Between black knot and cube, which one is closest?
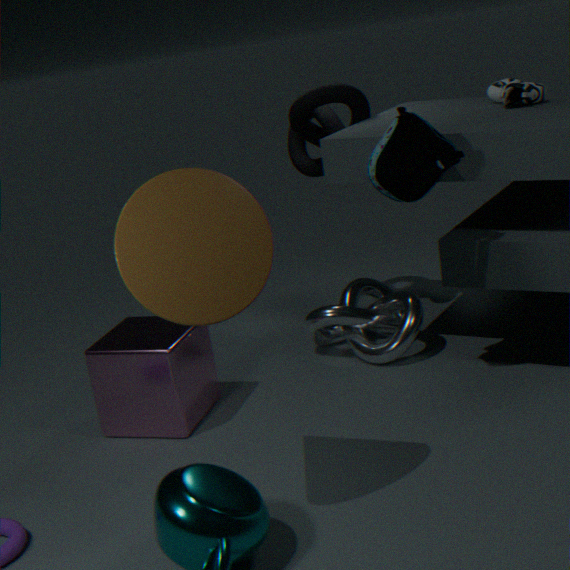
cube
